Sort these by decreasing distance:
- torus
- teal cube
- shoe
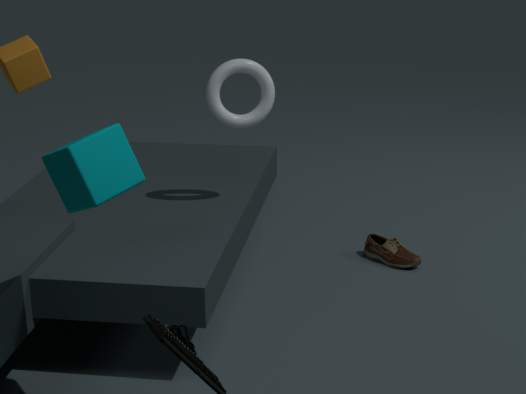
shoe → torus → teal cube
